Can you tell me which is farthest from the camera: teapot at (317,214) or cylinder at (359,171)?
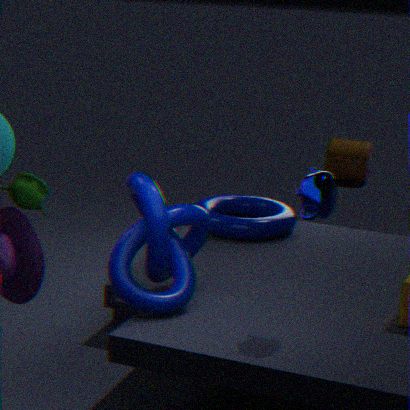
cylinder at (359,171)
